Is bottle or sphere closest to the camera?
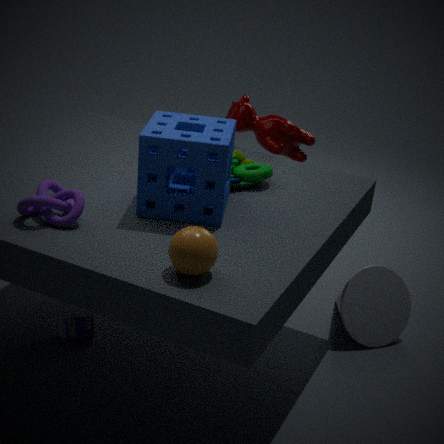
sphere
